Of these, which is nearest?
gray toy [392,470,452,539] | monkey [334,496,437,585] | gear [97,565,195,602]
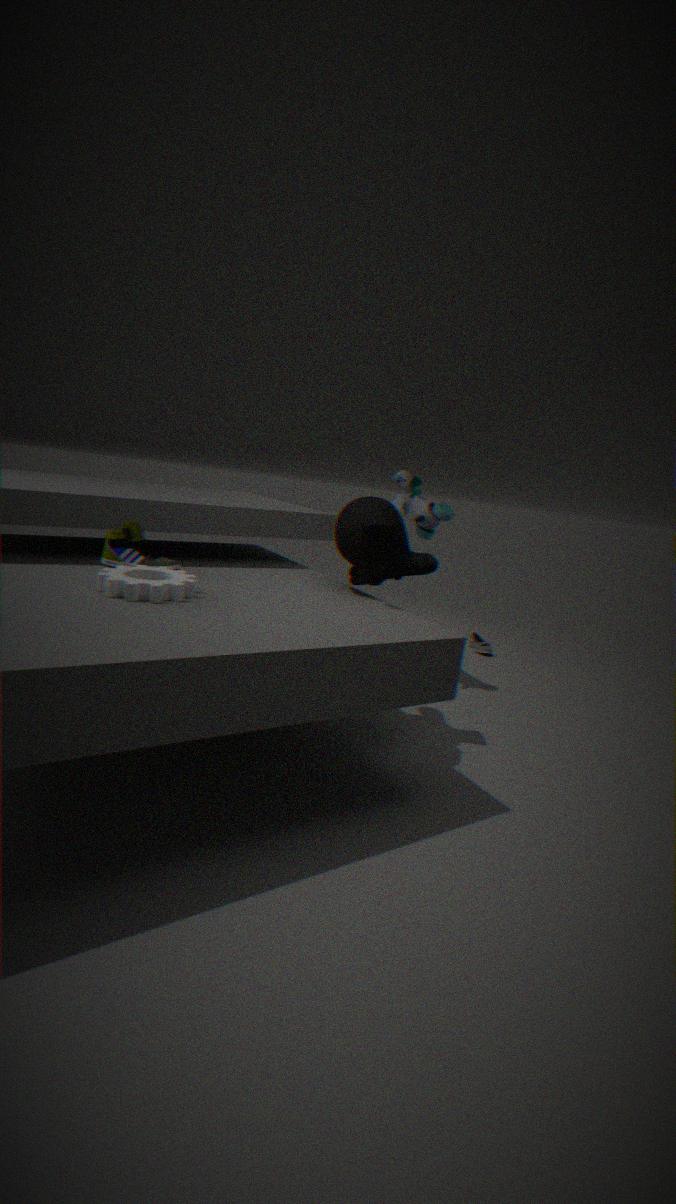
gear [97,565,195,602]
